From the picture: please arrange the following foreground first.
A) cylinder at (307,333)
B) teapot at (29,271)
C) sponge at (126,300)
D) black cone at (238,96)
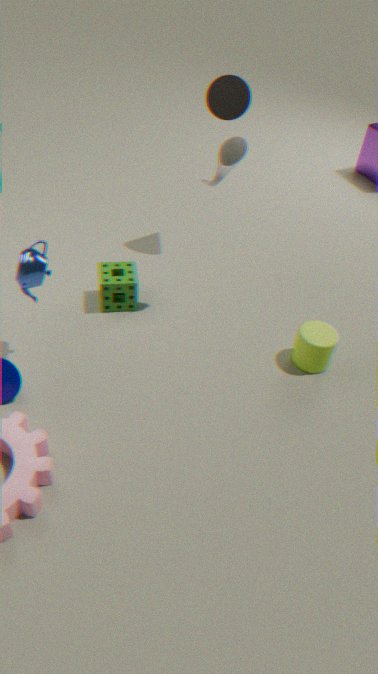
teapot at (29,271)
cylinder at (307,333)
sponge at (126,300)
black cone at (238,96)
